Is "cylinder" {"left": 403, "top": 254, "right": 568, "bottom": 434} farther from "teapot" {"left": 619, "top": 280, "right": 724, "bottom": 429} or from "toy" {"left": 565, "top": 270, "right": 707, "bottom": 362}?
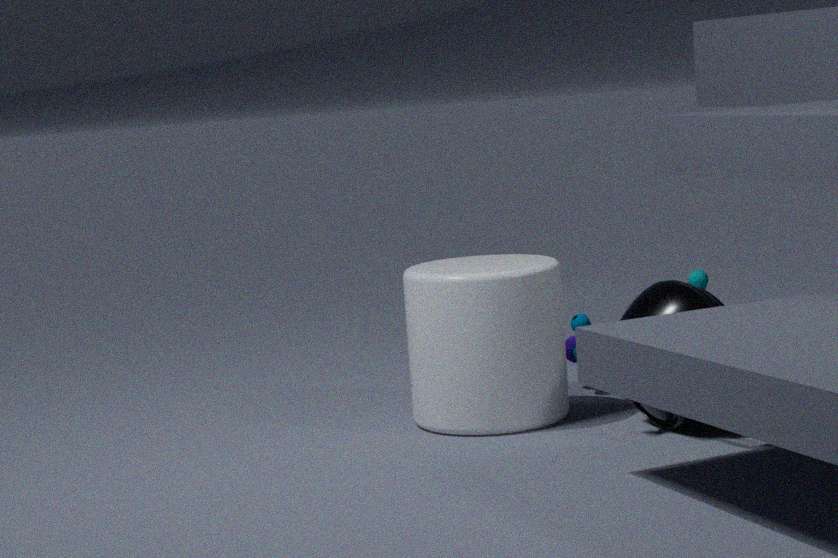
"toy" {"left": 565, "top": 270, "right": 707, "bottom": 362}
